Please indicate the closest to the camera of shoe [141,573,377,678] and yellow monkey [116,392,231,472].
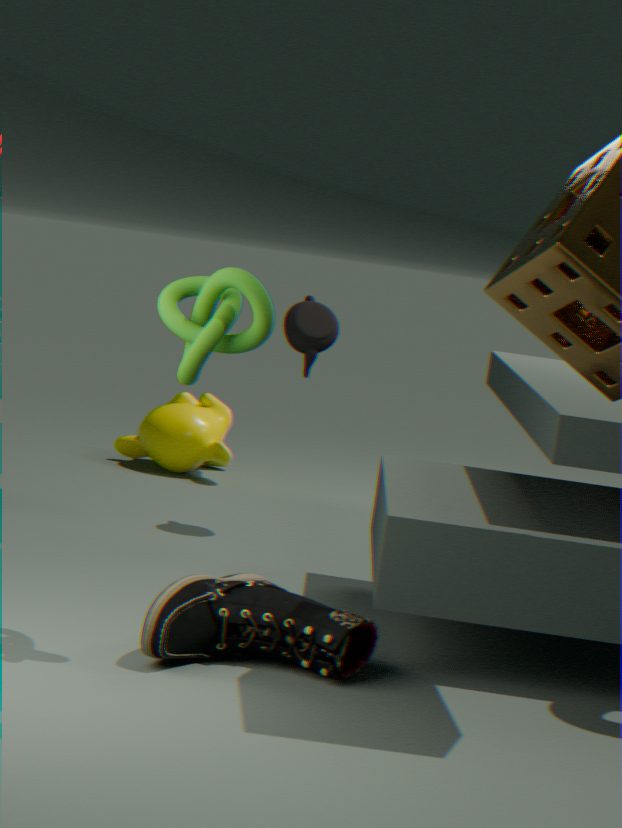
shoe [141,573,377,678]
